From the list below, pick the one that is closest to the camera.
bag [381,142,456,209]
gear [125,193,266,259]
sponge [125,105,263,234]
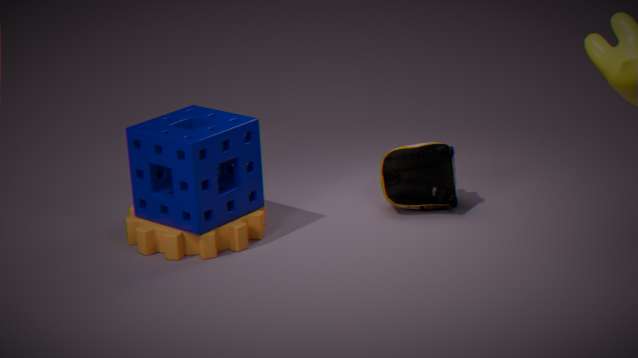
sponge [125,105,263,234]
